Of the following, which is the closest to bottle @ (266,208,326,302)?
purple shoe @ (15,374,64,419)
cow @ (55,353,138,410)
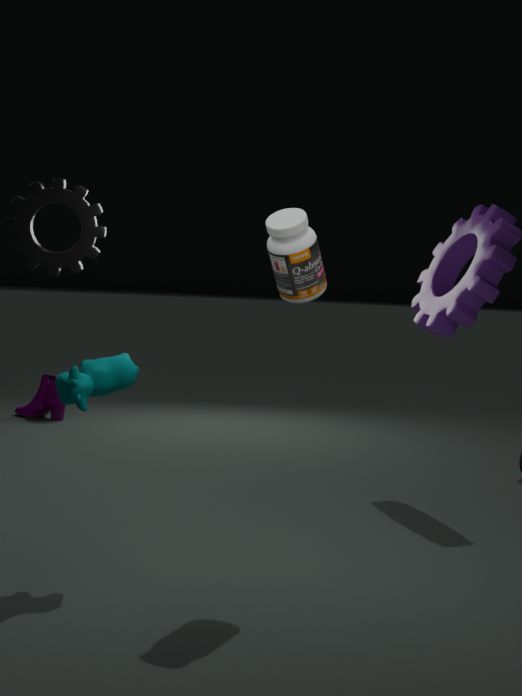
cow @ (55,353,138,410)
